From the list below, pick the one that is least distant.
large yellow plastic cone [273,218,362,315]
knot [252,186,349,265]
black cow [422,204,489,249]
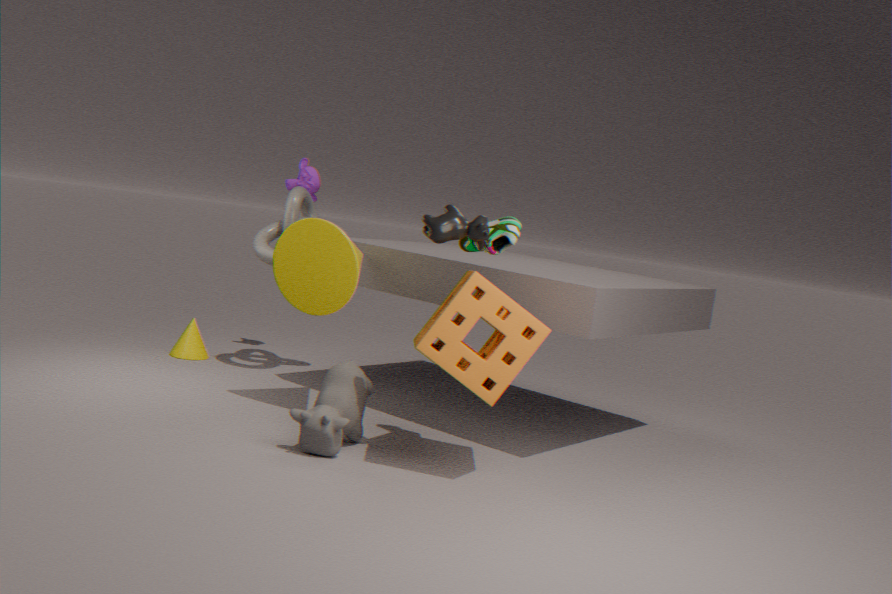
black cow [422,204,489,249]
